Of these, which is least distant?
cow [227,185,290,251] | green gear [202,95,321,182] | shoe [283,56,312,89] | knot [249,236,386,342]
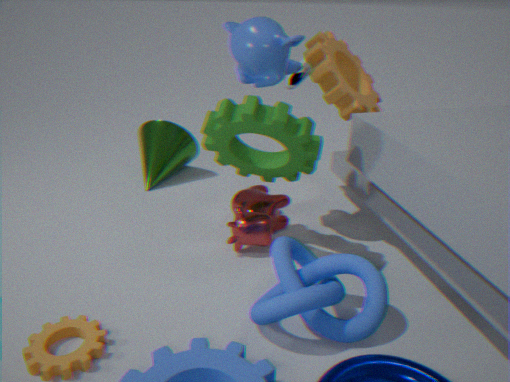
knot [249,236,386,342]
